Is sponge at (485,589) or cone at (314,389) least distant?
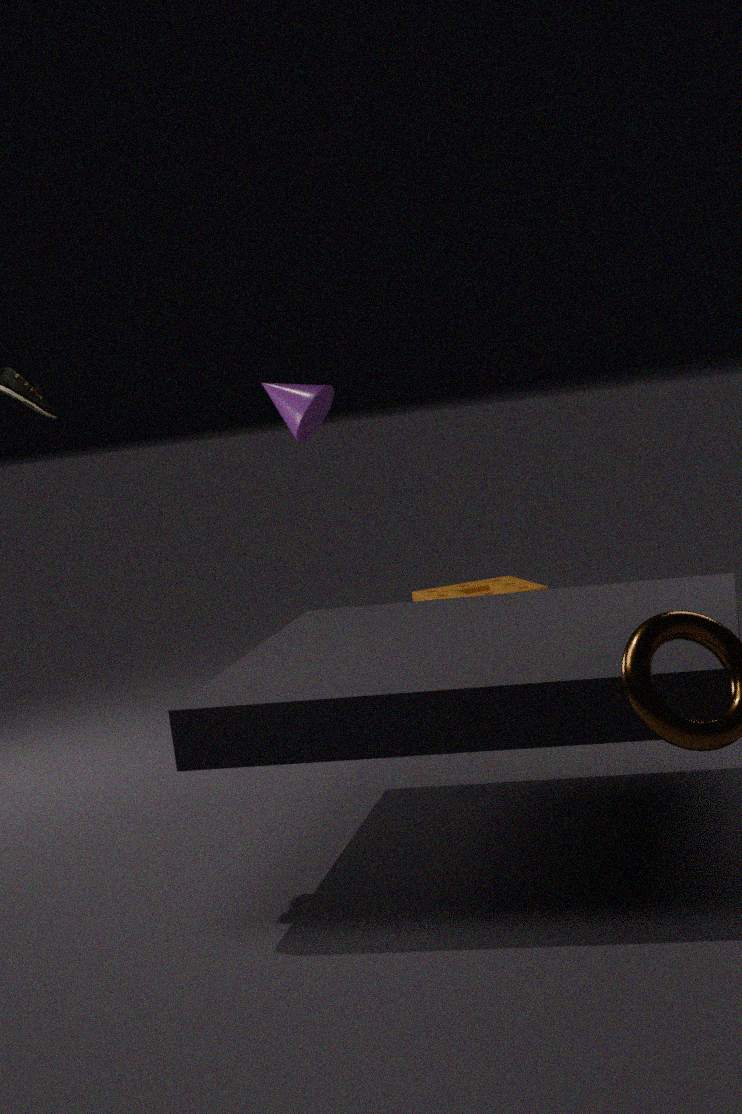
cone at (314,389)
